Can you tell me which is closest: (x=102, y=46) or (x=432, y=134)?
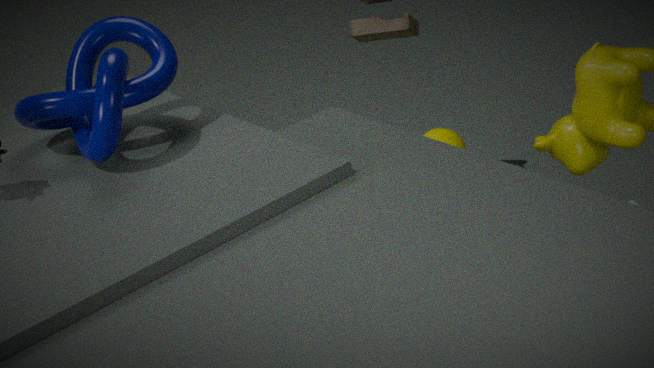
(x=102, y=46)
